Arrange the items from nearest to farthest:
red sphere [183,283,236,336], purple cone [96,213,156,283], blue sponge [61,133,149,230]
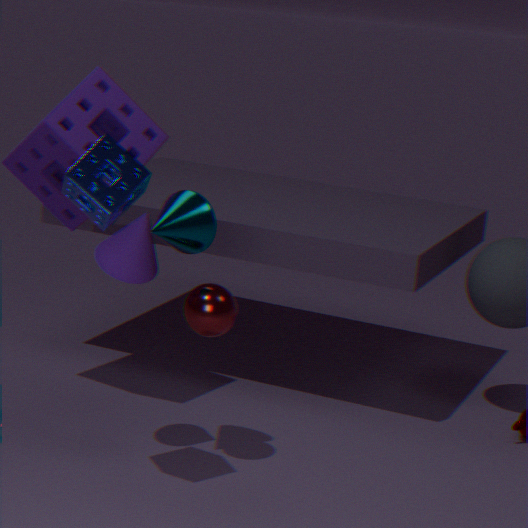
blue sponge [61,133,149,230] < purple cone [96,213,156,283] < red sphere [183,283,236,336]
